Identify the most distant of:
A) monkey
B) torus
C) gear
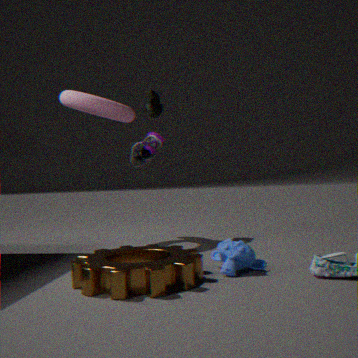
torus
